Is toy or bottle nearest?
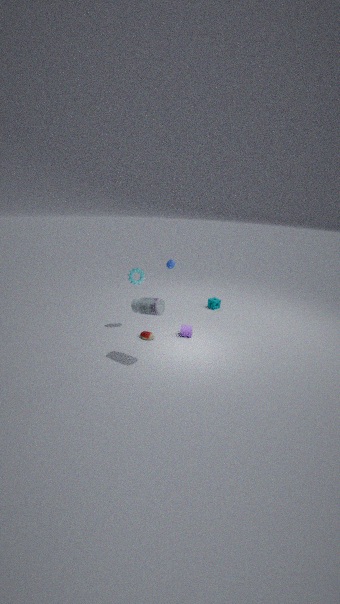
bottle
